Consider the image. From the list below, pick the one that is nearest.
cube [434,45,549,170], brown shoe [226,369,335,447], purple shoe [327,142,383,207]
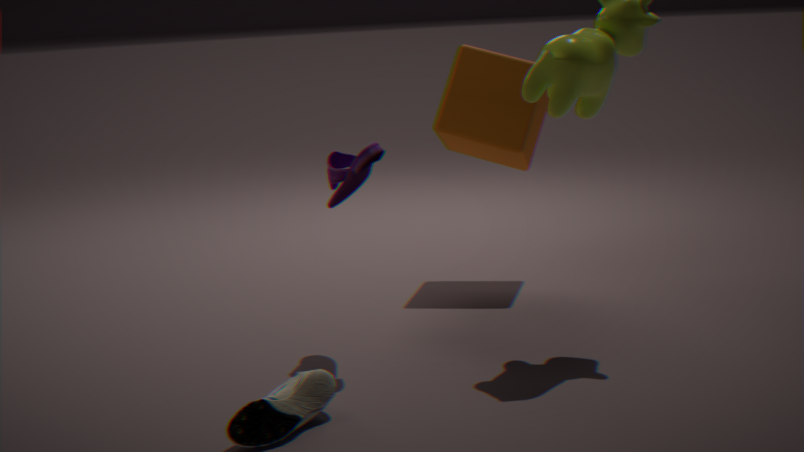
brown shoe [226,369,335,447]
